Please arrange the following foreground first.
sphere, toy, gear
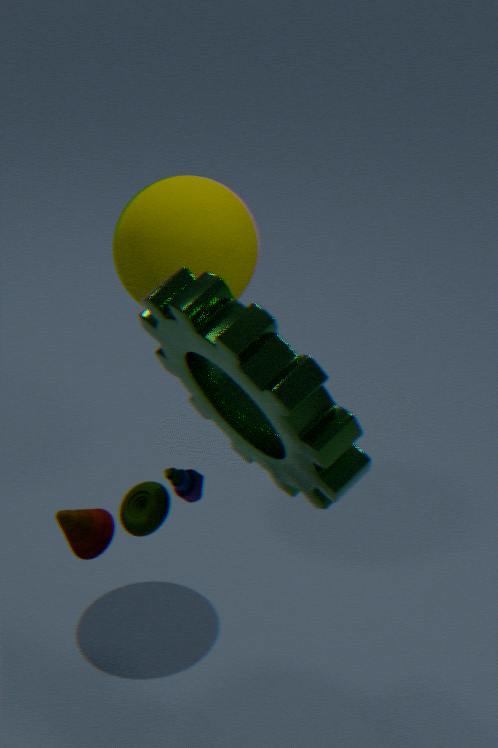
gear
toy
sphere
